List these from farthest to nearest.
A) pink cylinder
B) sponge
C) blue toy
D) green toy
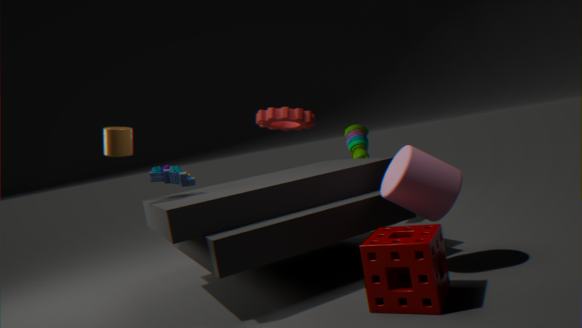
1. green toy
2. blue toy
3. pink cylinder
4. sponge
